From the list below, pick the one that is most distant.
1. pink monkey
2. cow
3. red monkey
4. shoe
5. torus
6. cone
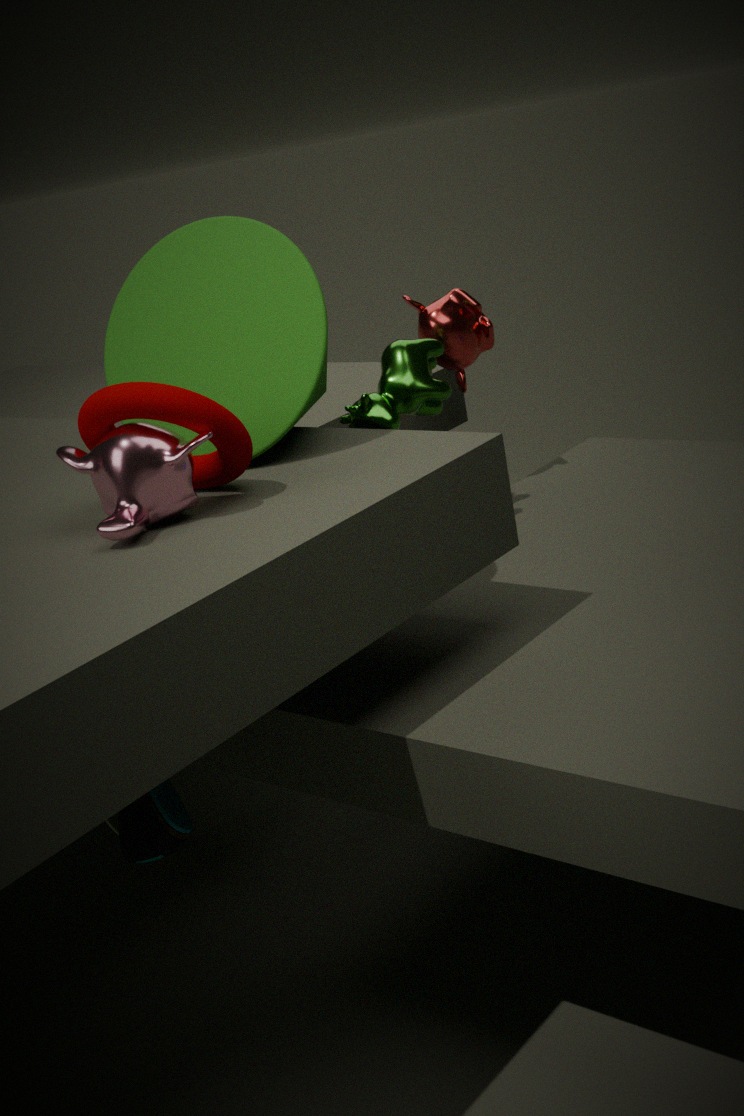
red monkey
